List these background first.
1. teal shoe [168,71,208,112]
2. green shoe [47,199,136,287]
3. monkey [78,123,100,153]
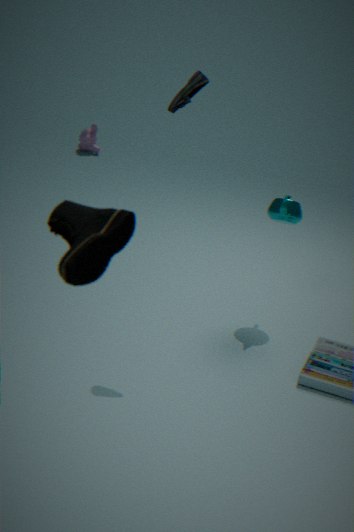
monkey [78,123,100,153] < teal shoe [168,71,208,112] < green shoe [47,199,136,287]
